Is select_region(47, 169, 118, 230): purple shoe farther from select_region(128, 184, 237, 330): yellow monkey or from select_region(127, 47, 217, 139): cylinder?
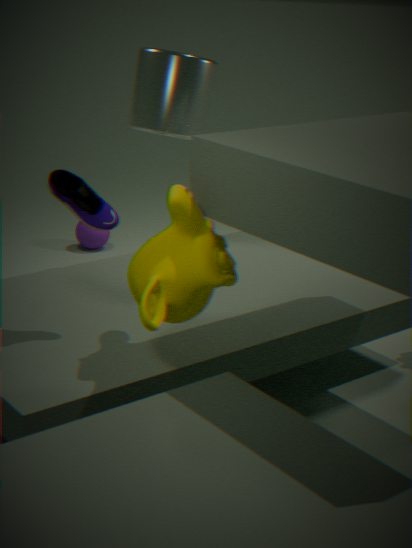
select_region(127, 47, 217, 139): cylinder
